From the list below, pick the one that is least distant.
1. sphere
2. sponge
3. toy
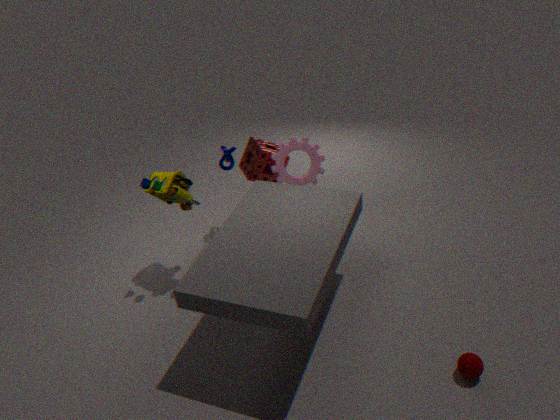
sphere
